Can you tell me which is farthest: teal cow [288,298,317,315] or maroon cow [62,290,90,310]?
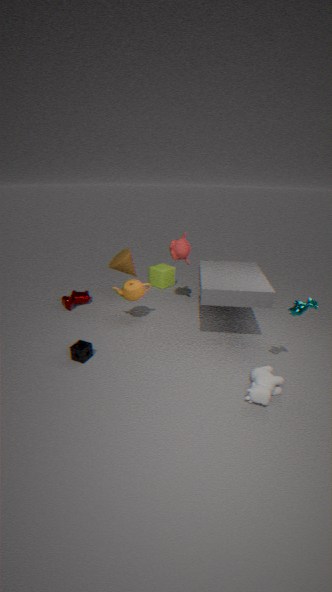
maroon cow [62,290,90,310]
